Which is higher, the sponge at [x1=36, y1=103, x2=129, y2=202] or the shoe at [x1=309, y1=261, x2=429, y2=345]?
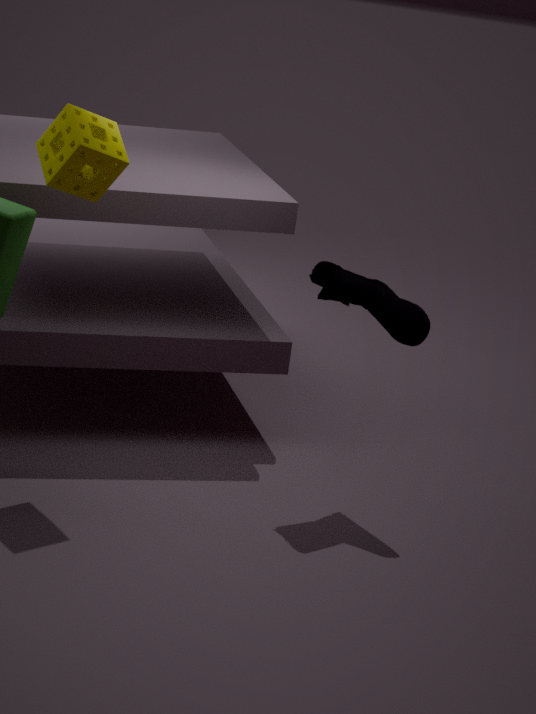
the sponge at [x1=36, y1=103, x2=129, y2=202]
